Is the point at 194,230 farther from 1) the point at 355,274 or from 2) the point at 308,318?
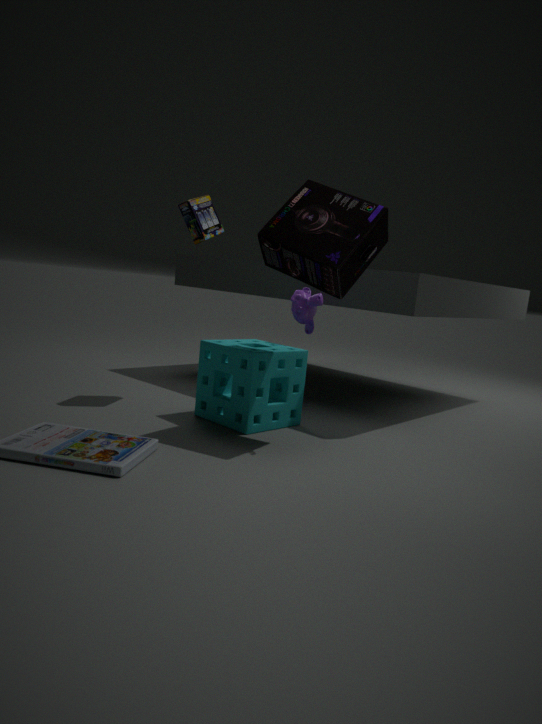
1) the point at 355,274
